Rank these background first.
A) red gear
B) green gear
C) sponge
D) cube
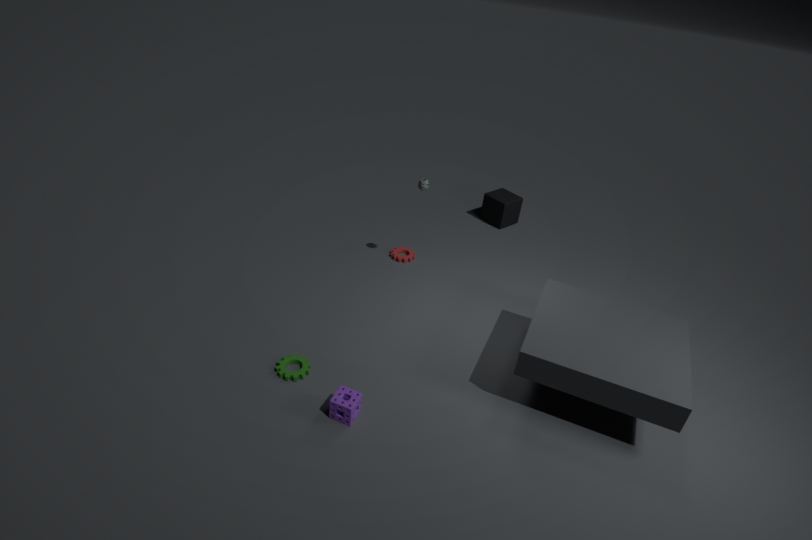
1. cube
2. red gear
3. green gear
4. sponge
